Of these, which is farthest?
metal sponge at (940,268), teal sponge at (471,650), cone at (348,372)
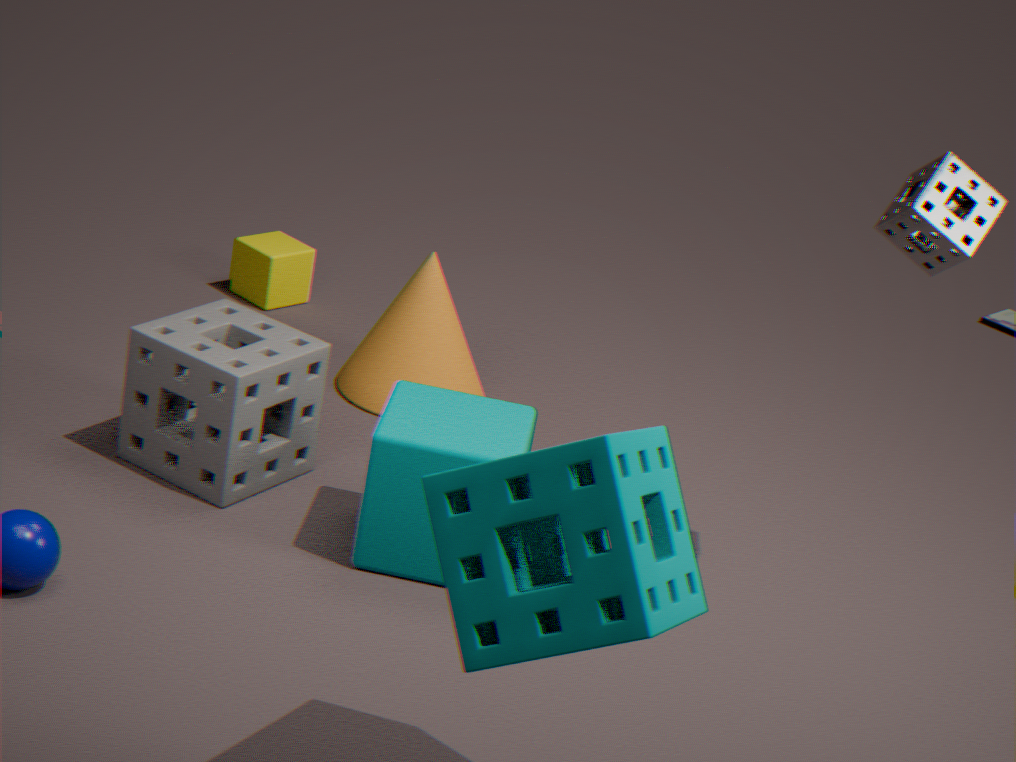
cone at (348,372)
